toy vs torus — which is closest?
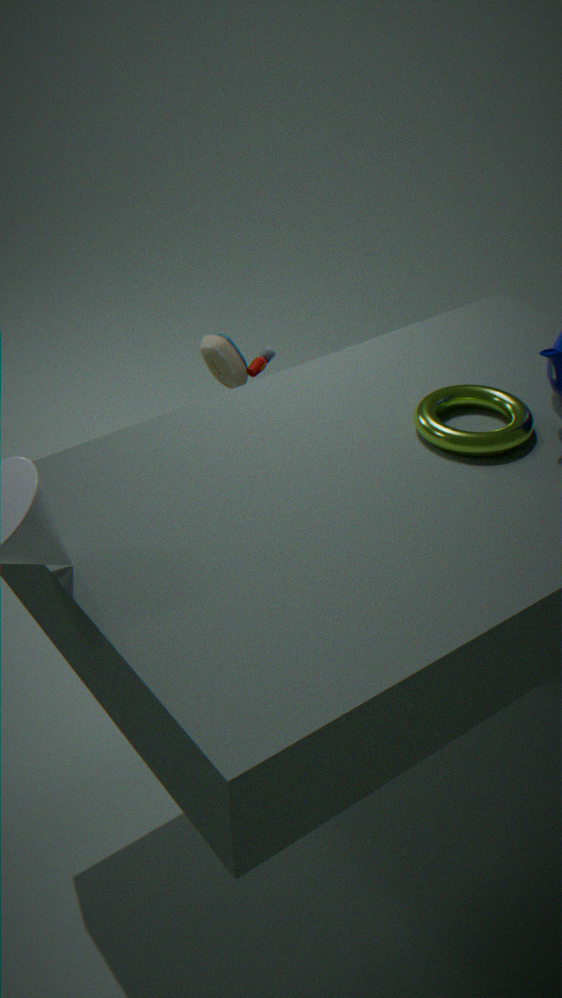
torus
